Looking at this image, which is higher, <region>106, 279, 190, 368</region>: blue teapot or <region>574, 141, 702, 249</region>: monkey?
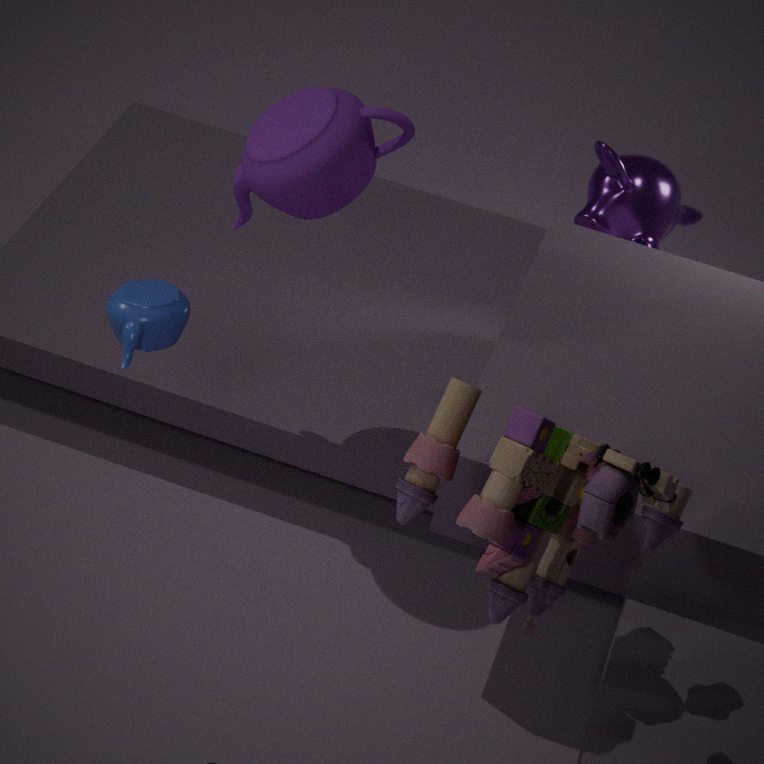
<region>106, 279, 190, 368</region>: blue teapot
